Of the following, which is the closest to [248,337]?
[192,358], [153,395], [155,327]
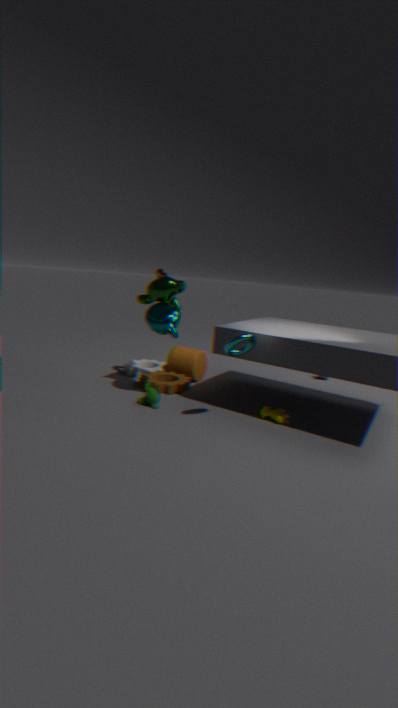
[155,327]
